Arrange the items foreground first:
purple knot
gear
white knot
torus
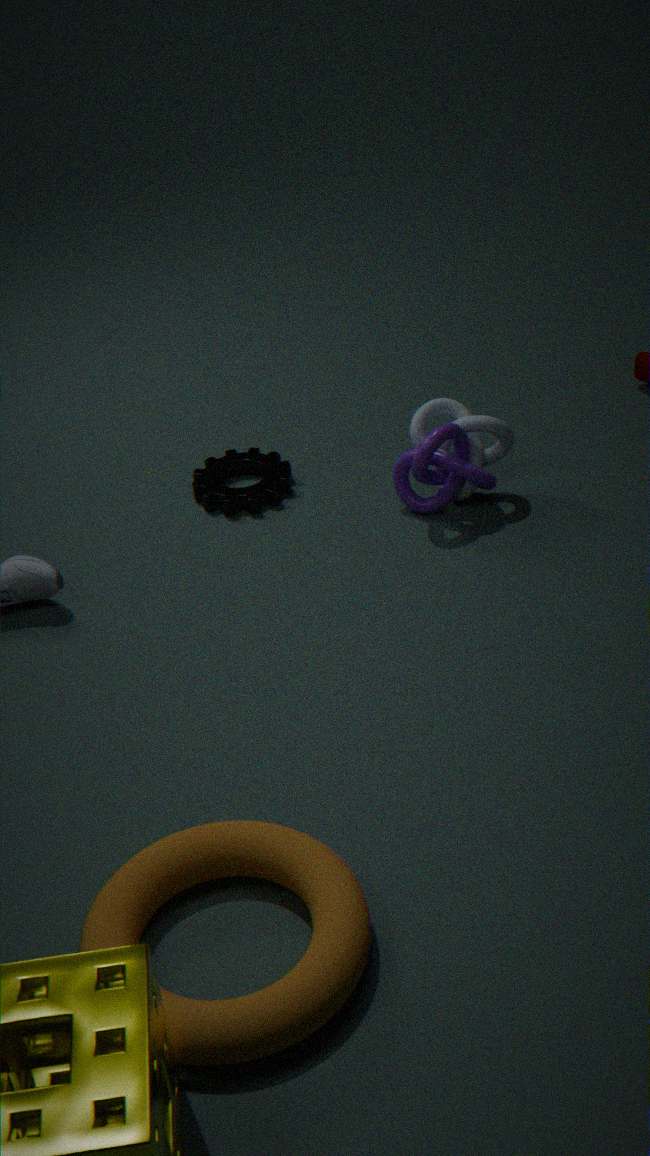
torus → purple knot → white knot → gear
